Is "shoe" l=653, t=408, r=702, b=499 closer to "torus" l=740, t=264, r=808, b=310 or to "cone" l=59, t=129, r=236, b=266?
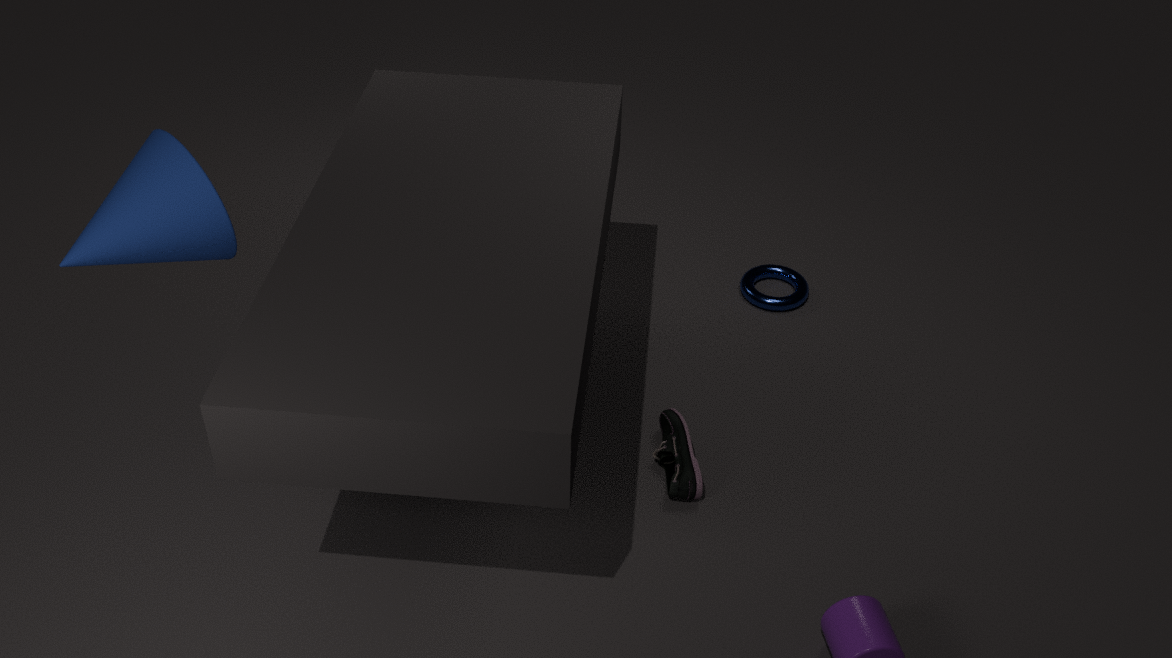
"torus" l=740, t=264, r=808, b=310
